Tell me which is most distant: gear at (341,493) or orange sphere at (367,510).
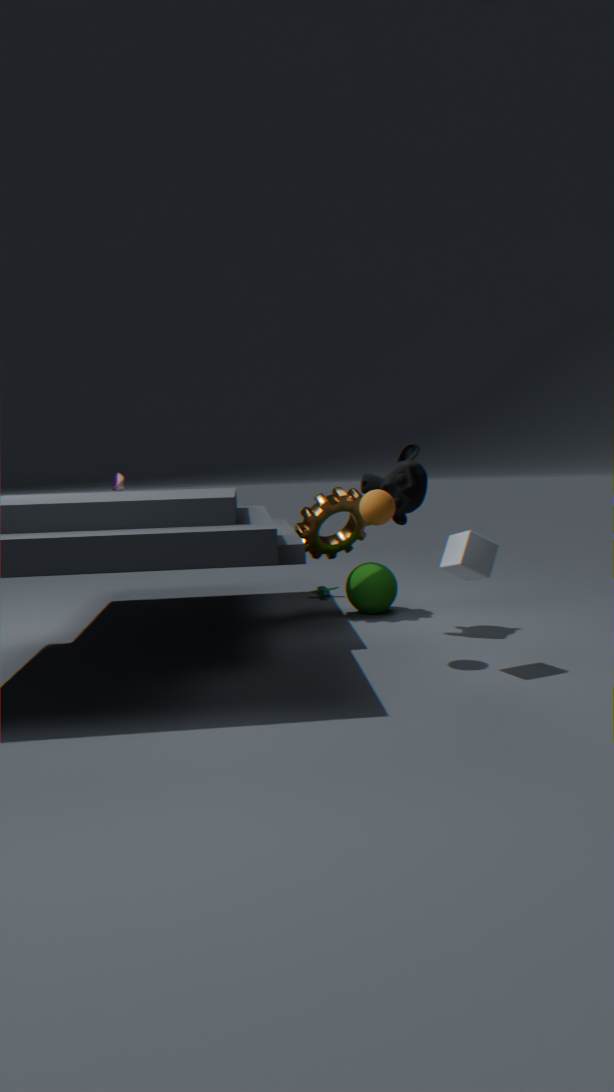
gear at (341,493)
